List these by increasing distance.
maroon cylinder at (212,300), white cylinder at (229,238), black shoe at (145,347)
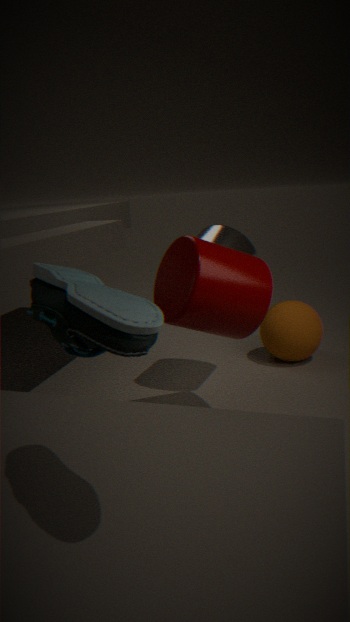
1. black shoe at (145,347)
2. maroon cylinder at (212,300)
3. white cylinder at (229,238)
